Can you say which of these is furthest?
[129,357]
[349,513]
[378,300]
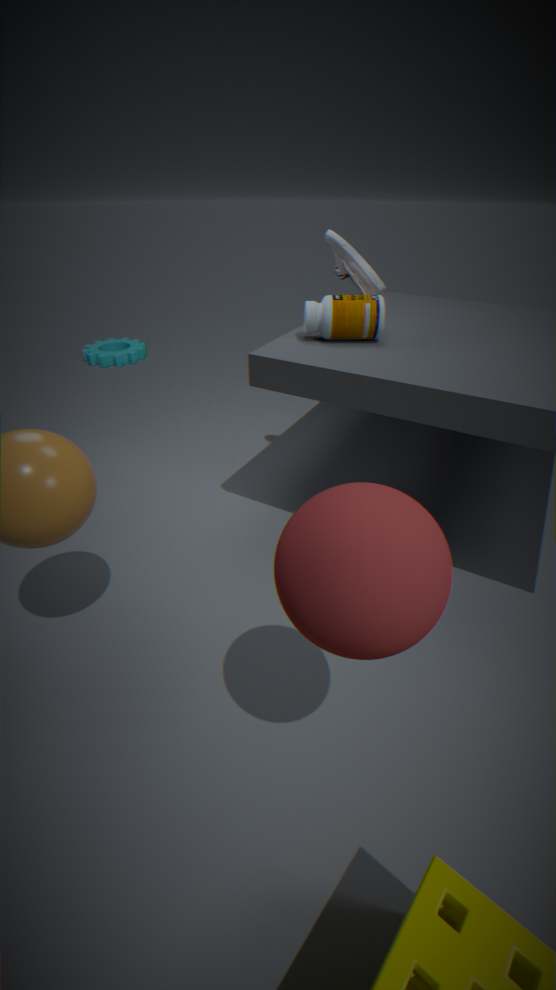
[129,357]
